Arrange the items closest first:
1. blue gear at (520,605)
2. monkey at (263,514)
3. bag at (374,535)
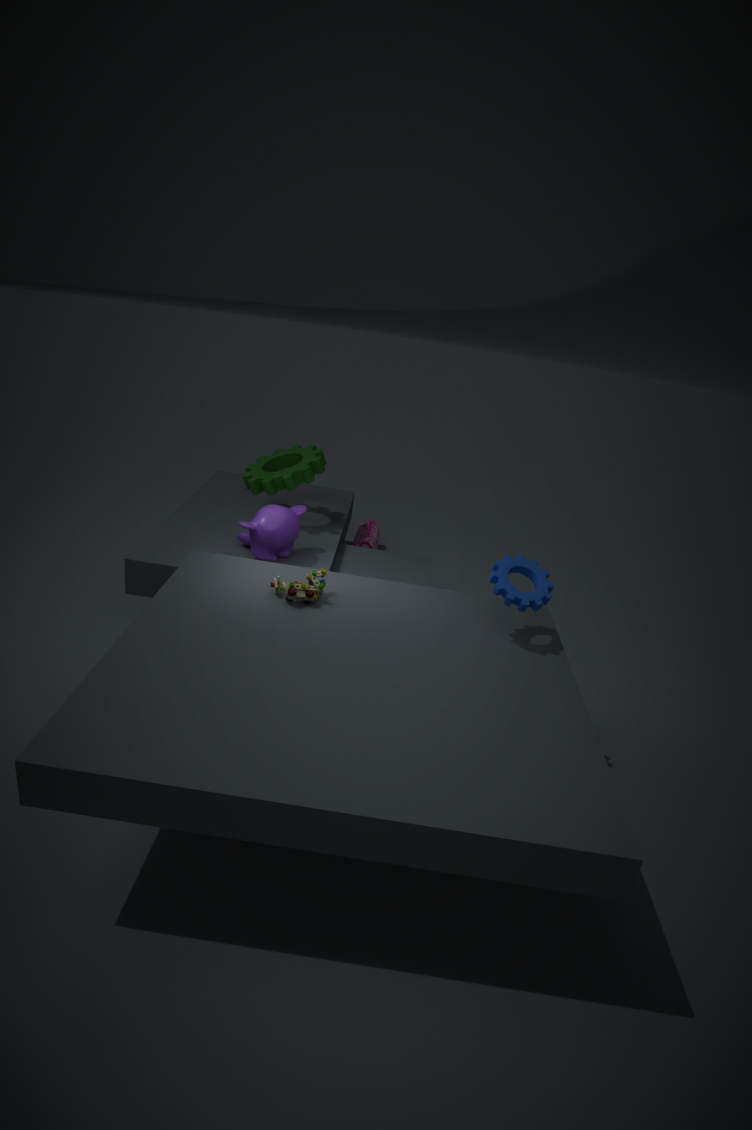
blue gear at (520,605), monkey at (263,514), bag at (374,535)
